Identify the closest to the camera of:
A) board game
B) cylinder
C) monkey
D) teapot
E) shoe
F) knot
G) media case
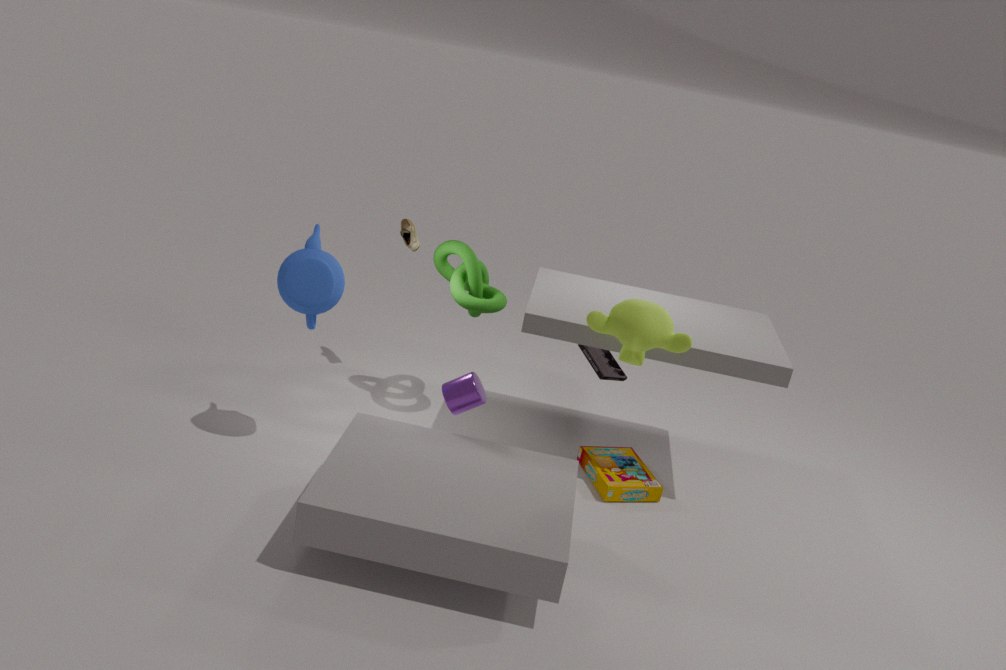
monkey
